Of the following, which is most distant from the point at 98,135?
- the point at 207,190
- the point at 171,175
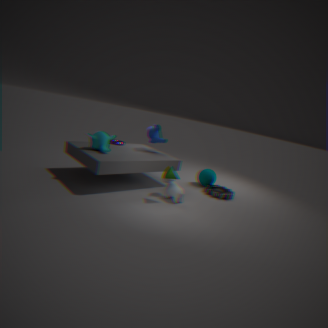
the point at 207,190
